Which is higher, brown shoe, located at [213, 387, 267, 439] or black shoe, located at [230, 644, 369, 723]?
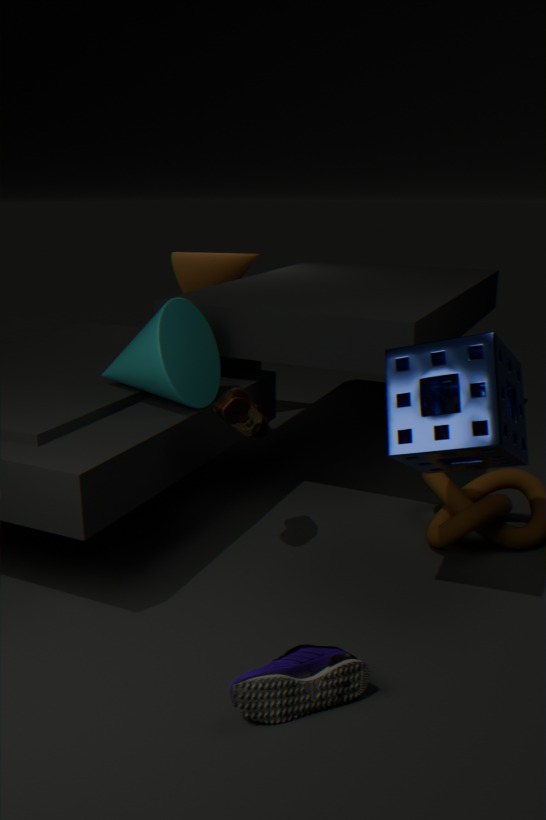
brown shoe, located at [213, 387, 267, 439]
